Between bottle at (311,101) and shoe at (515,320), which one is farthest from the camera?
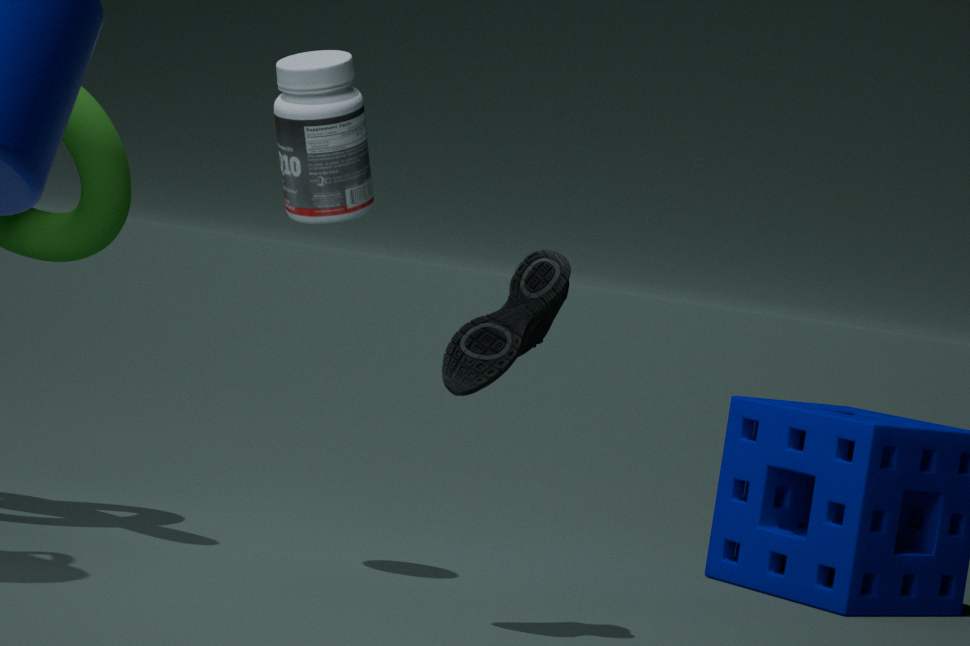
bottle at (311,101)
